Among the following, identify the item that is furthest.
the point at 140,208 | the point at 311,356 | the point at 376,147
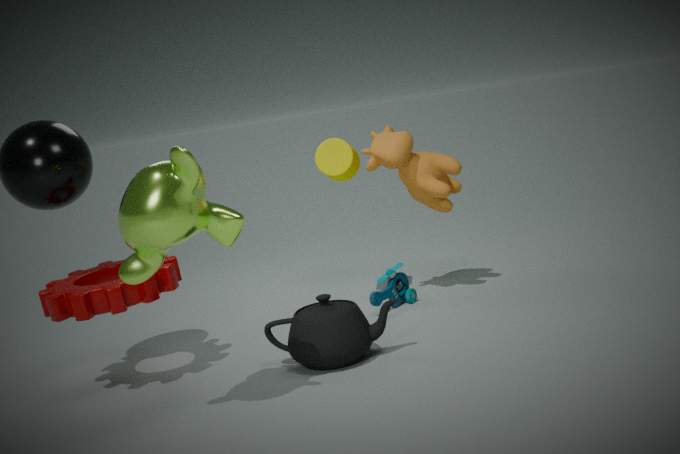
the point at 376,147
